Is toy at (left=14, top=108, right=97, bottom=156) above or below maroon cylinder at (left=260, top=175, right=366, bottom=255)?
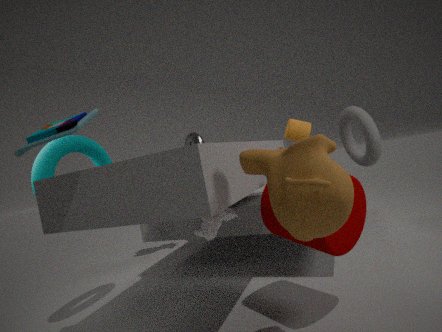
above
